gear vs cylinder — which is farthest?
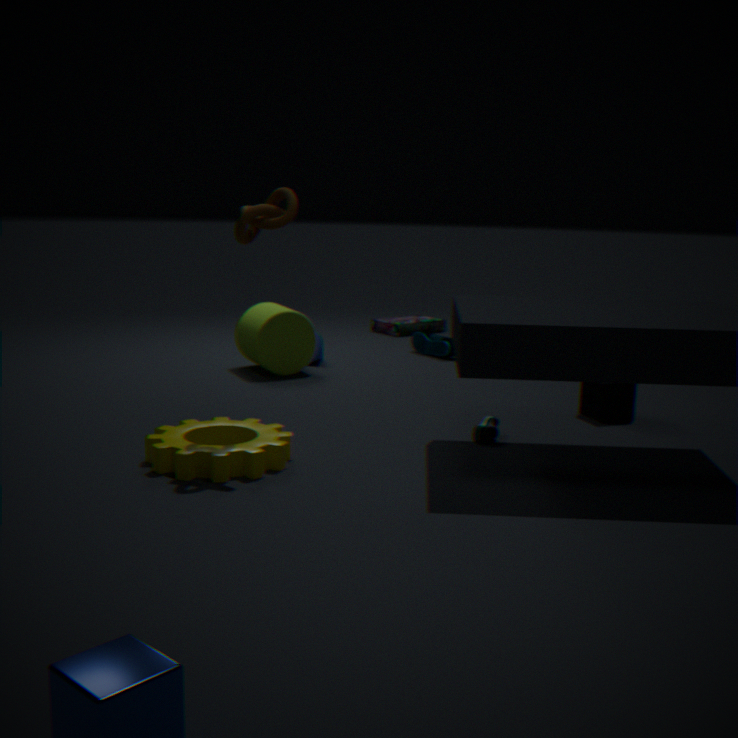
cylinder
